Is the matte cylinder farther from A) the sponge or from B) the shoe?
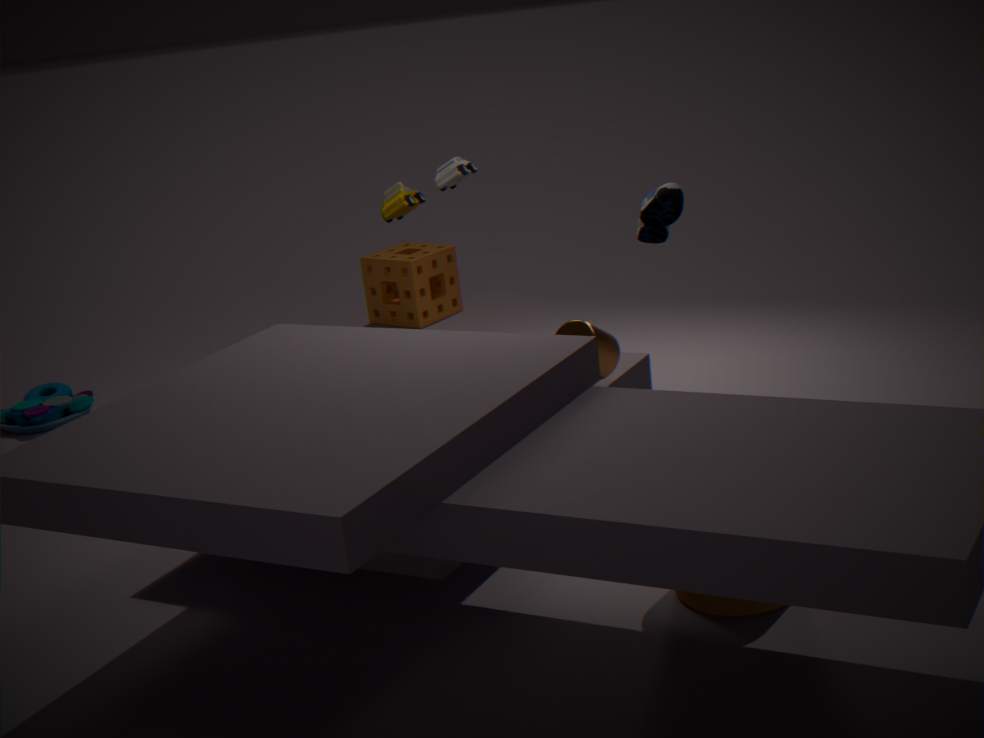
A) the sponge
